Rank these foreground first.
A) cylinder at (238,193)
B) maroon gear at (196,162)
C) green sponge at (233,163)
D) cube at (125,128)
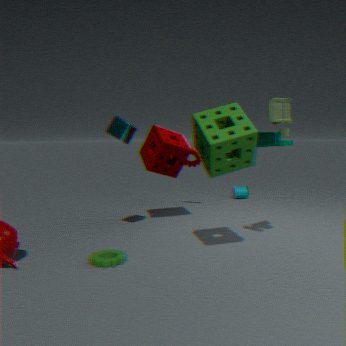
green sponge at (233,163), cube at (125,128), maroon gear at (196,162), cylinder at (238,193)
